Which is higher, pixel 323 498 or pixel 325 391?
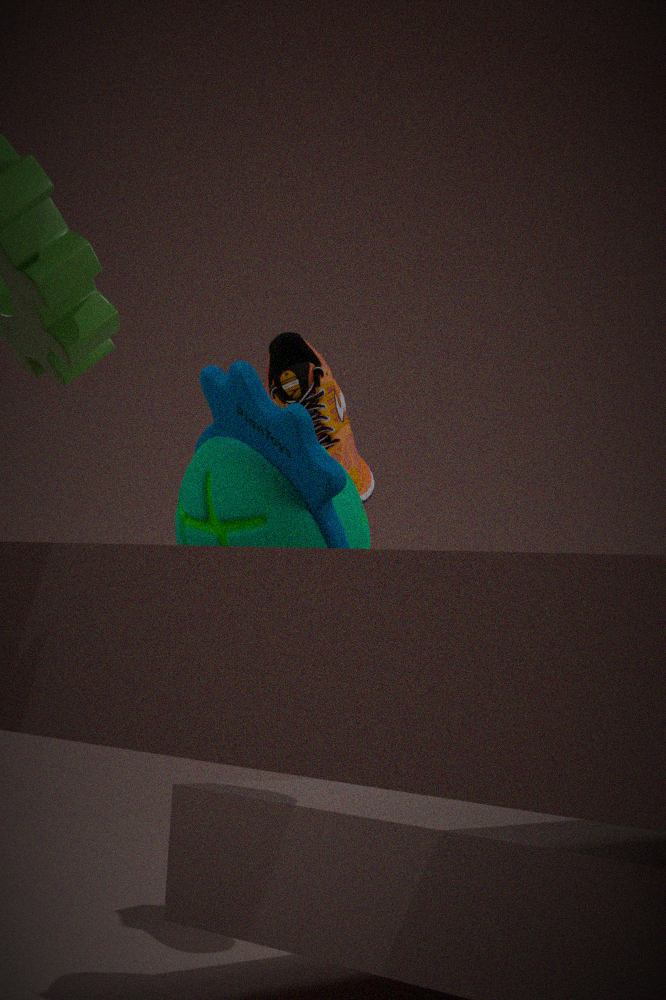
pixel 325 391
